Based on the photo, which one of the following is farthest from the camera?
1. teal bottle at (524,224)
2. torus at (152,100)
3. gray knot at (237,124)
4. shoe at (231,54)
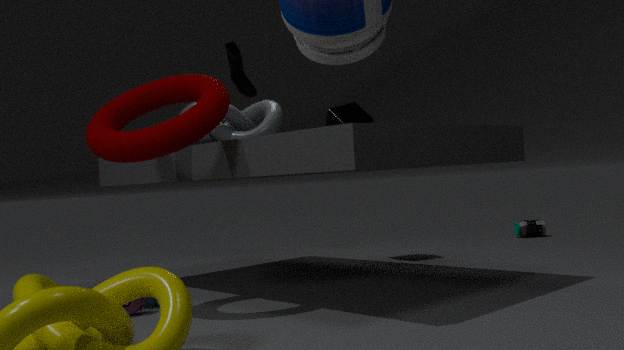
teal bottle at (524,224)
